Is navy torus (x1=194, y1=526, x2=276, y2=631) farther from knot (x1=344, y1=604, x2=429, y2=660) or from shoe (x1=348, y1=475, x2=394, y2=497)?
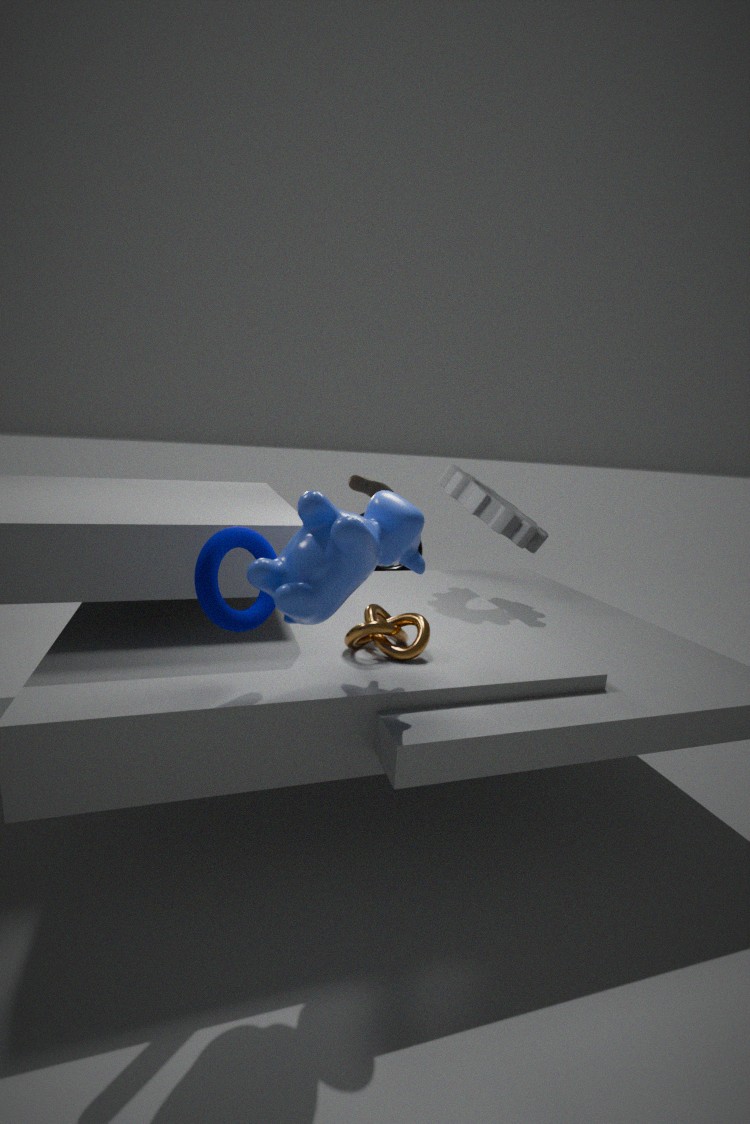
shoe (x1=348, y1=475, x2=394, y2=497)
